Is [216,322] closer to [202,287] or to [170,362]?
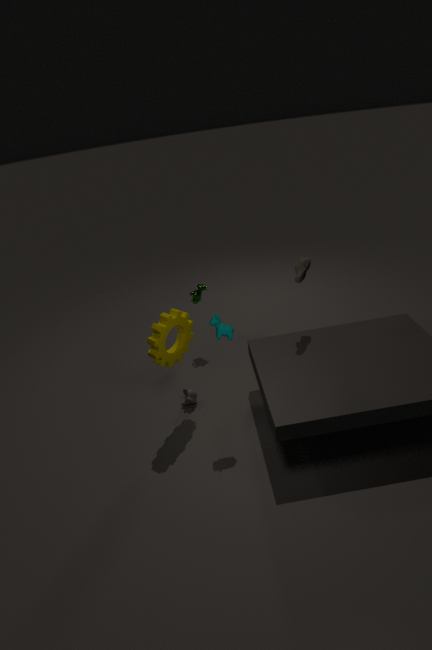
[170,362]
